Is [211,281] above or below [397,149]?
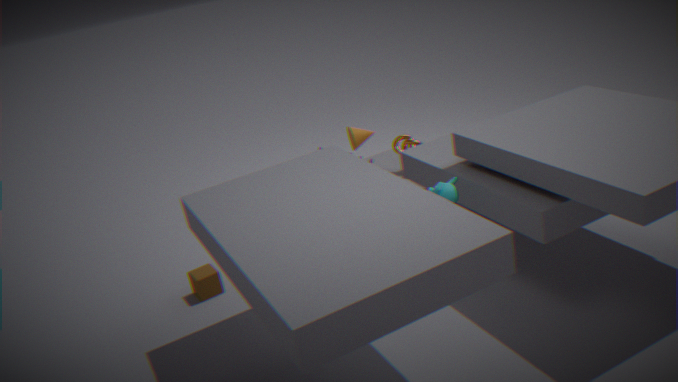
below
